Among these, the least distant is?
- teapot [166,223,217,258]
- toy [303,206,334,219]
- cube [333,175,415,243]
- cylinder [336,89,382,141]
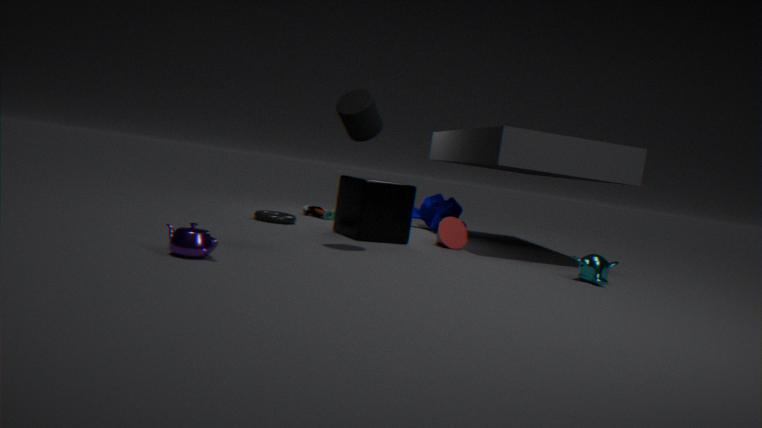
teapot [166,223,217,258]
